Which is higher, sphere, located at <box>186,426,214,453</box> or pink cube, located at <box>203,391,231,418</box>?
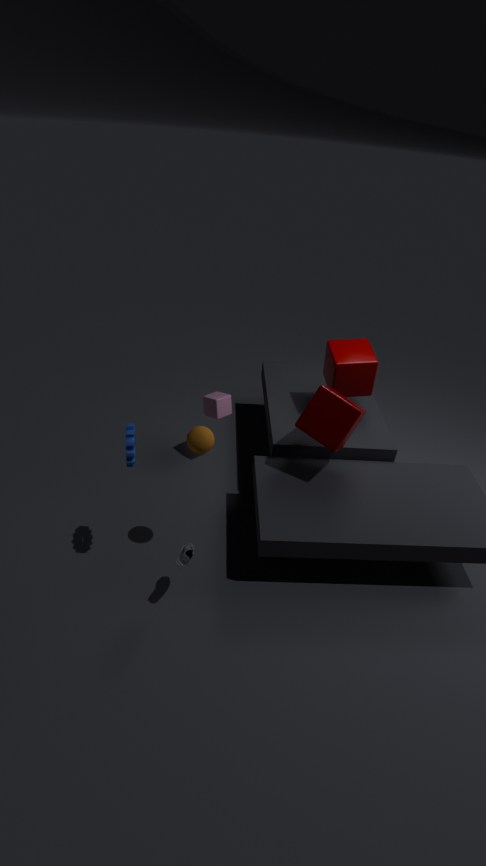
sphere, located at <box>186,426,214,453</box>
